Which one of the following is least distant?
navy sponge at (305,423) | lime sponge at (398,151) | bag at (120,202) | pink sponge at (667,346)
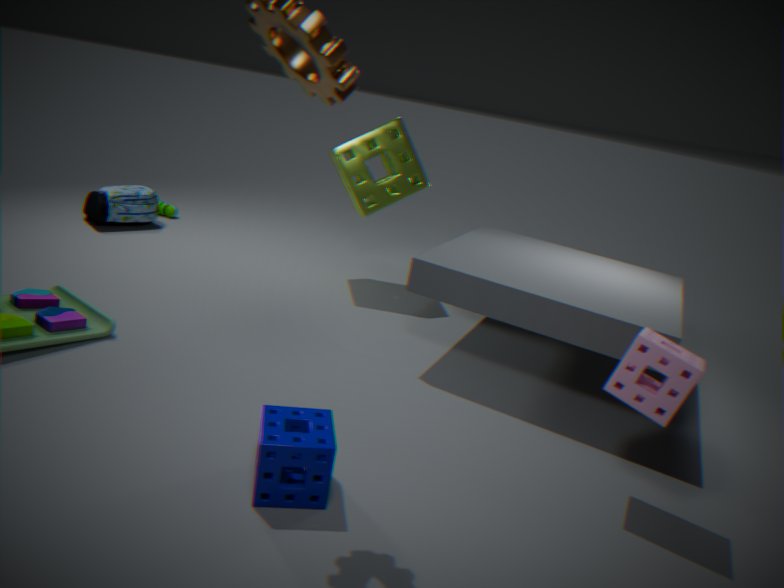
navy sponge at (305,423)
